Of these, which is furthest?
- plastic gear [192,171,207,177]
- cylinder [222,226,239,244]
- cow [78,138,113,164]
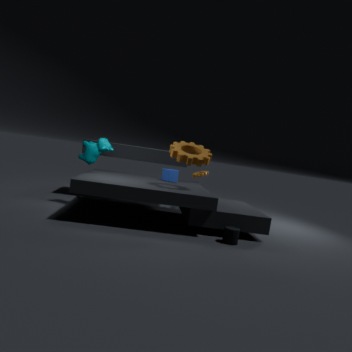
plastic gear [192,171,207,177]
